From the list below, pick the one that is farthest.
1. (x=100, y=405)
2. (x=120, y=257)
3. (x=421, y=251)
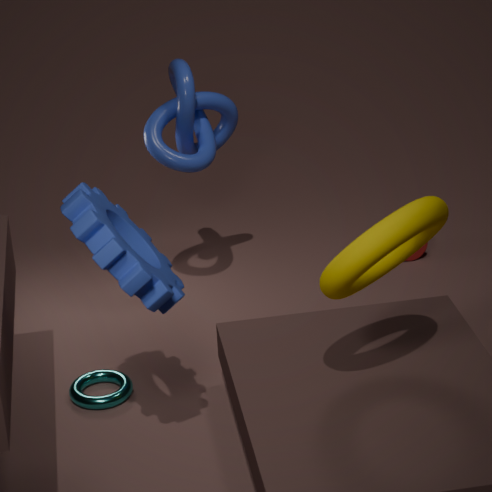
(x=421, y=251)
